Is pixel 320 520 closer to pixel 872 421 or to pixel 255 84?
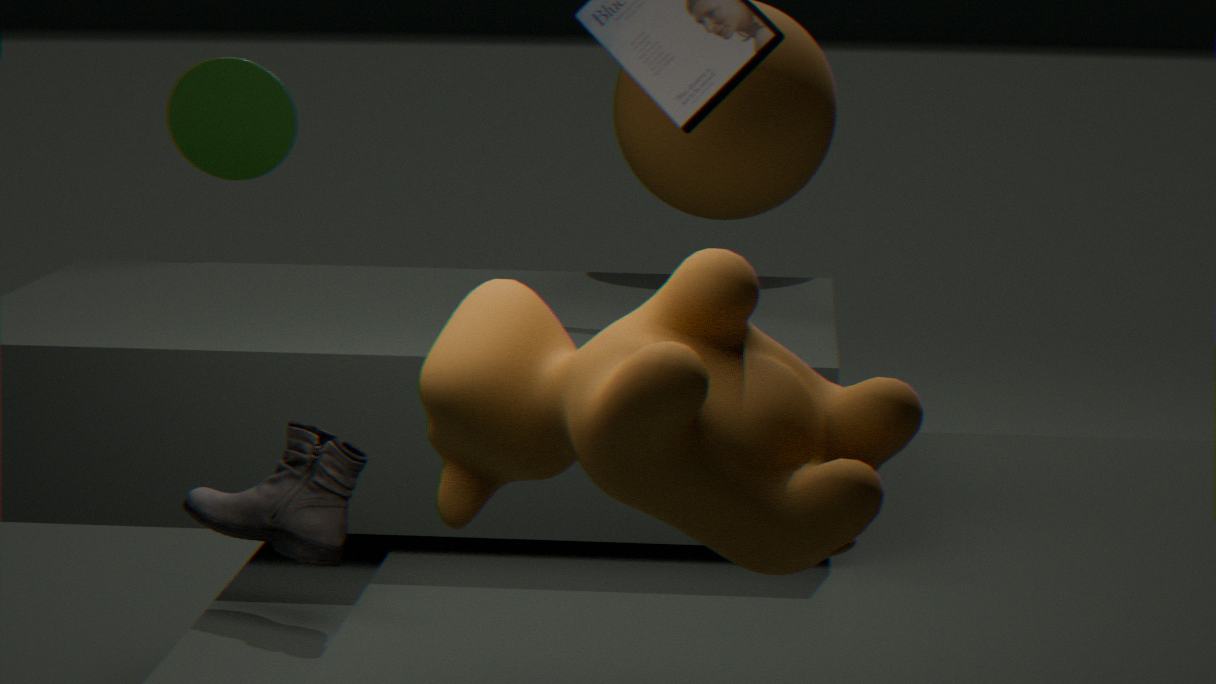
pixel 872 421
